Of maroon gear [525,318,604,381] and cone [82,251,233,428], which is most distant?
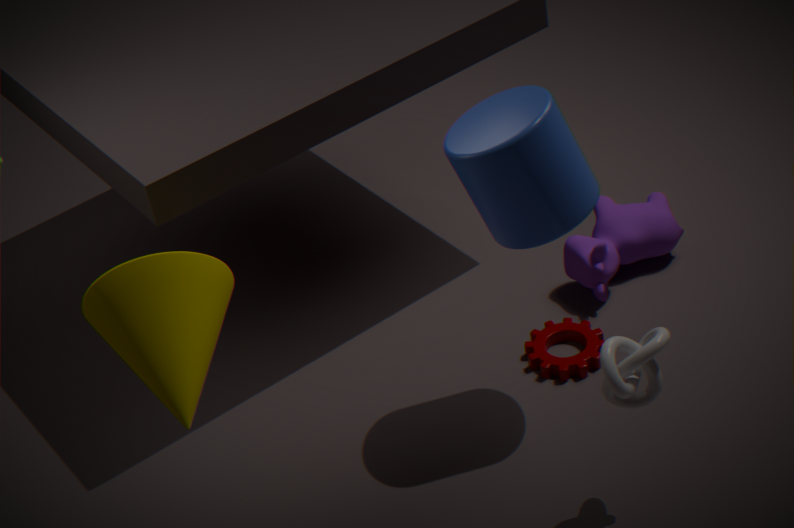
maroon gear [525,318,604,381]
